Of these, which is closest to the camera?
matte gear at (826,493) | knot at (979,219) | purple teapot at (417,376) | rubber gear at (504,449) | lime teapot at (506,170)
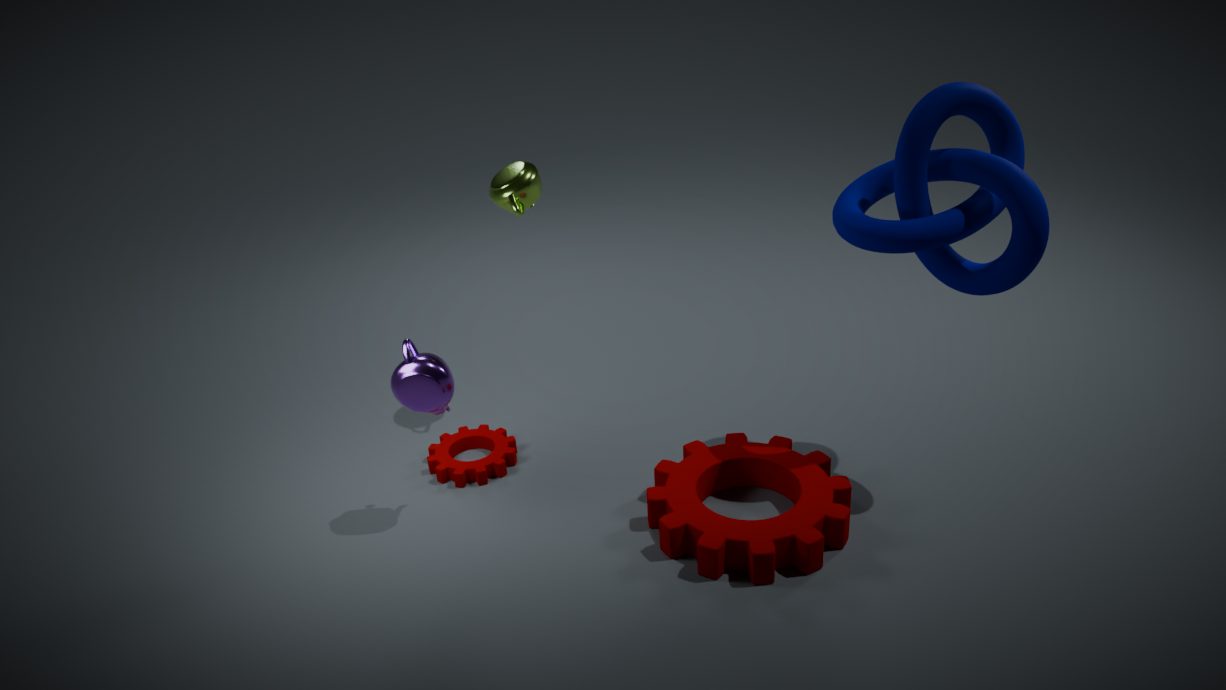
knot at (979,219)
